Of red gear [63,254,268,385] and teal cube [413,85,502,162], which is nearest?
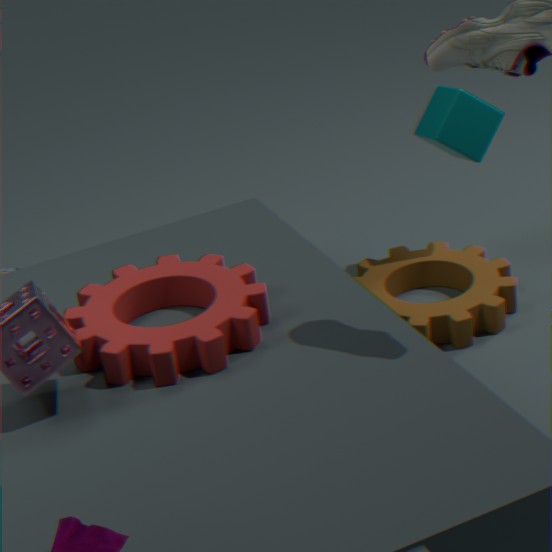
red gear [63,254,268,385]
